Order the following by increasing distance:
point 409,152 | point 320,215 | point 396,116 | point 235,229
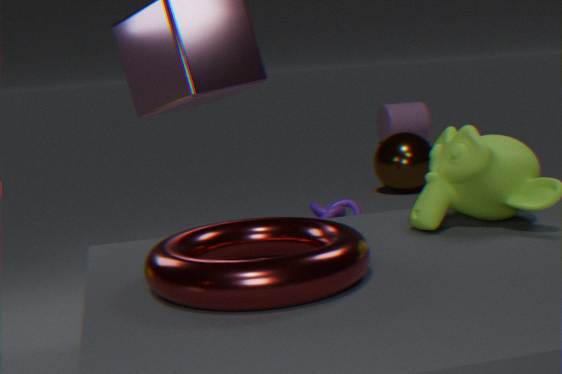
point 235,229, point 320,215, point 409,152, point 396,116
